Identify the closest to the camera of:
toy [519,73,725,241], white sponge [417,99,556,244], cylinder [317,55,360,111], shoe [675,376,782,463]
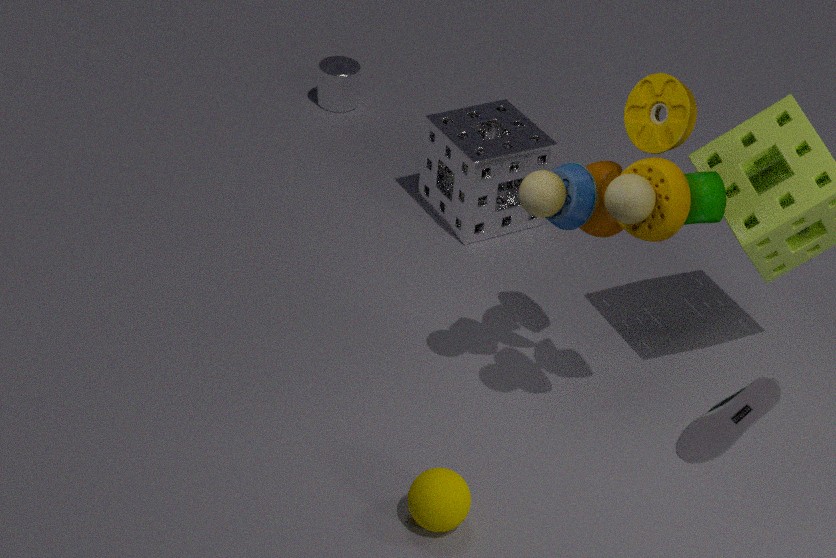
shoe [675,376,782,463]
